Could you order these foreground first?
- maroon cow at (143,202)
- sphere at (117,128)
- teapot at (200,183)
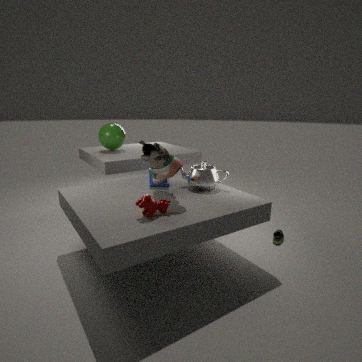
maroon cow at (143,202)
teapot at (200,183)
sphere at (117,128)
